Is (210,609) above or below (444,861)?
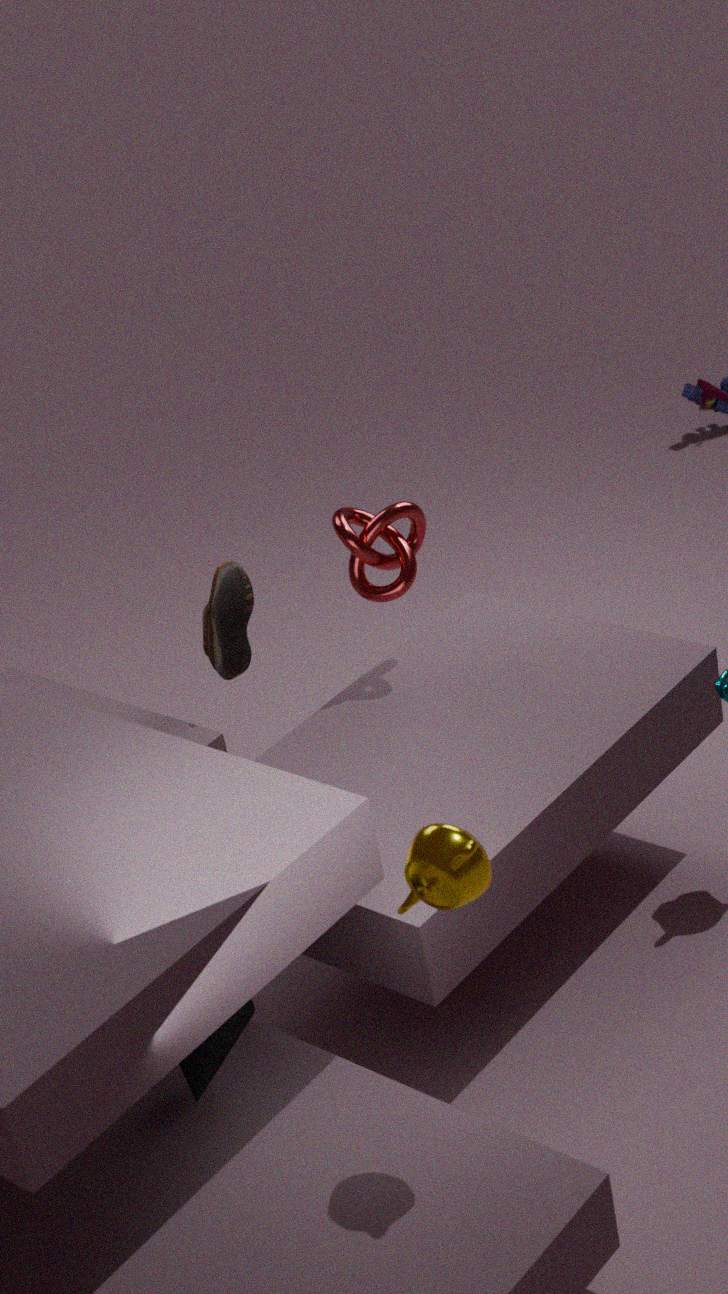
below
